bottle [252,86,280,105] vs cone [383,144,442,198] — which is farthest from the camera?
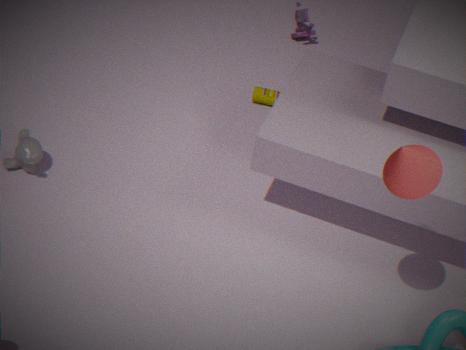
bottle [252,86,280,105]
